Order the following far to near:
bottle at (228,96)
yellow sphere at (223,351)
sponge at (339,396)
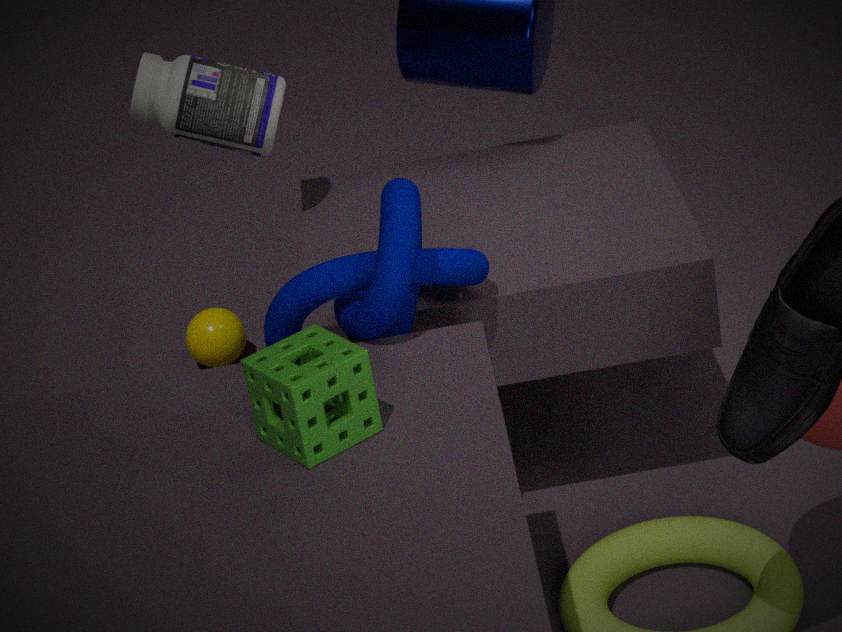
yellow sphere at (223,351) → bottle at (228,96) → sponge at (339,396)
